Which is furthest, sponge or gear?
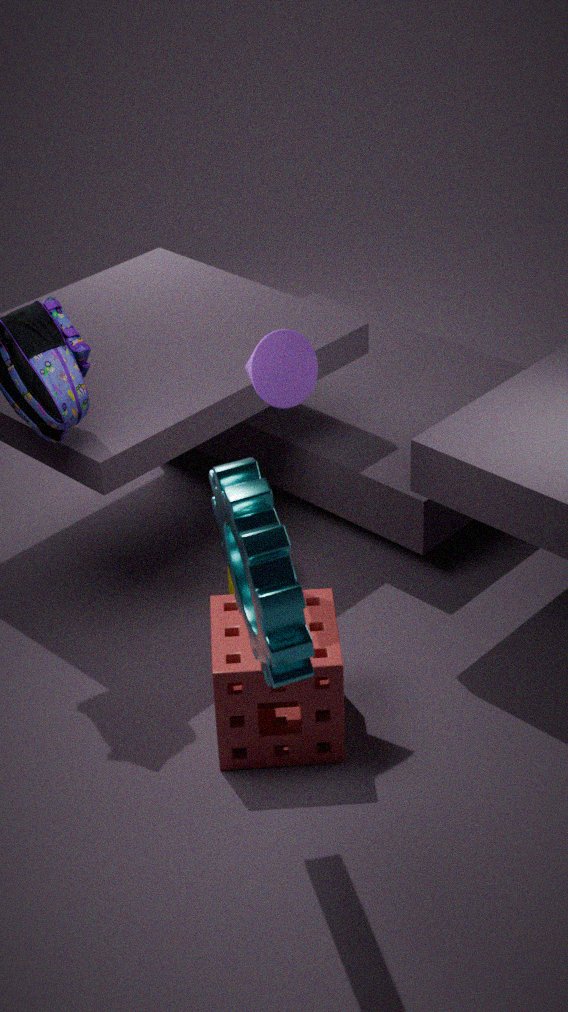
sponge
